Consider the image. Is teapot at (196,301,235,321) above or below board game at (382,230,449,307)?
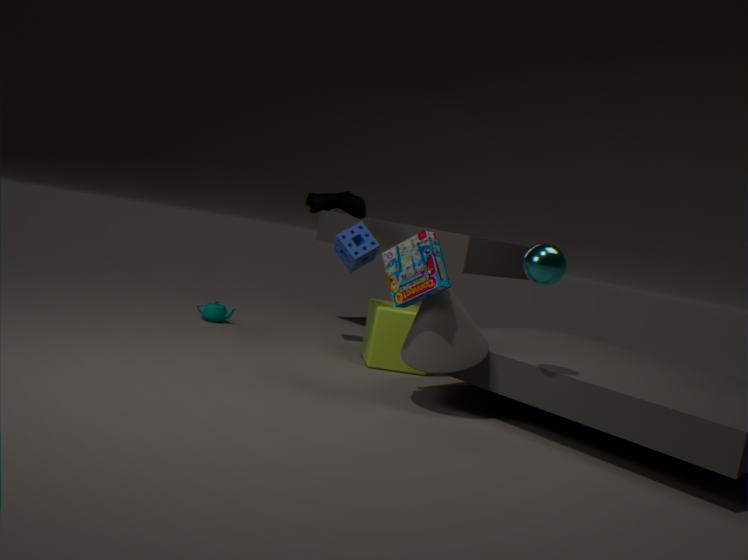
below
